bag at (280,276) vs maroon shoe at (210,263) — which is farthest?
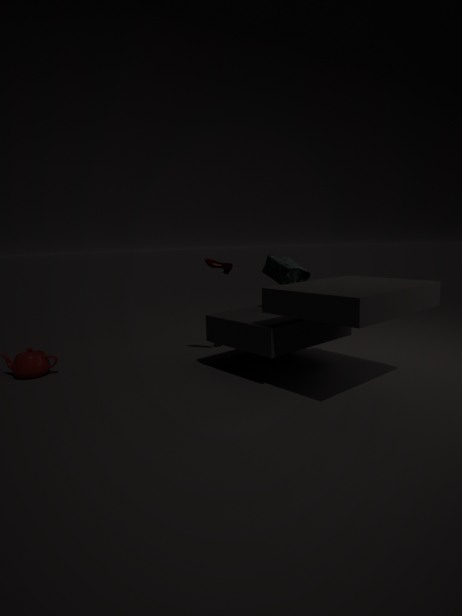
maroon shoe at (210,263)
